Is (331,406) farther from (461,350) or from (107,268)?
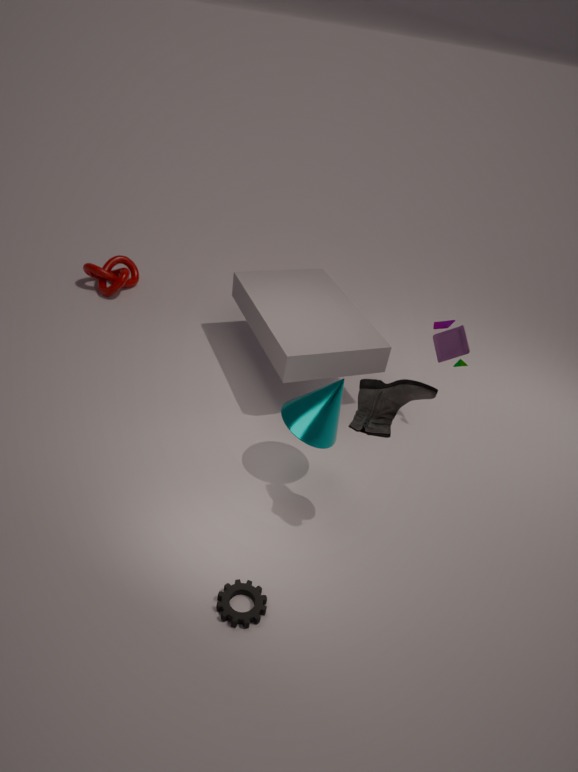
(107,268)
